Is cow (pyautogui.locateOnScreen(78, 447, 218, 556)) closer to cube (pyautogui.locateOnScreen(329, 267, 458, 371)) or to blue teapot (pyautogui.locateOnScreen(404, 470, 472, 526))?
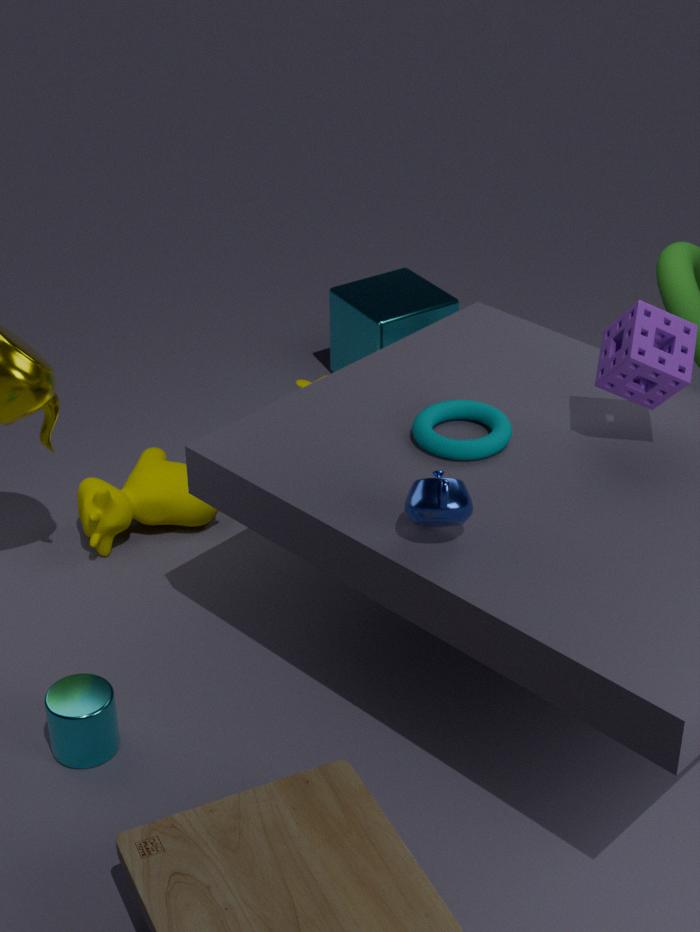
cube (pyautogui.locateOnScreen(329, 267, 458, 371))
